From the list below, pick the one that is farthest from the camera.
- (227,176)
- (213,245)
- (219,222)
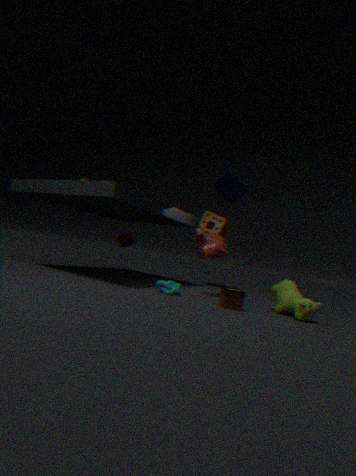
(219,222)
